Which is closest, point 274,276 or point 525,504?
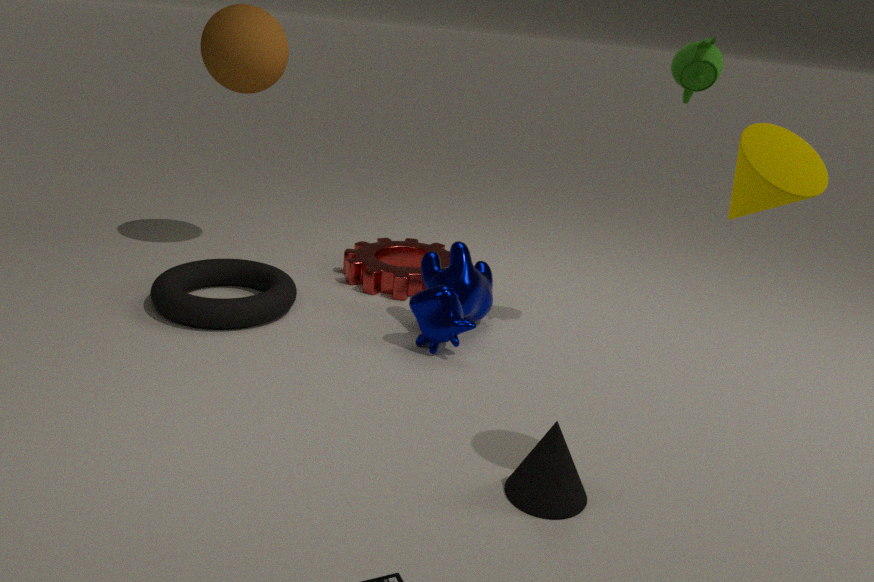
point 525,504
